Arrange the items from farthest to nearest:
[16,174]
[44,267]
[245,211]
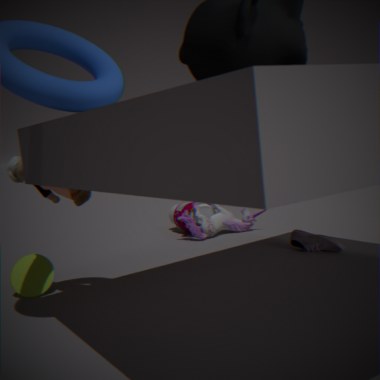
[245,211]
[44,267]
[16,174]
